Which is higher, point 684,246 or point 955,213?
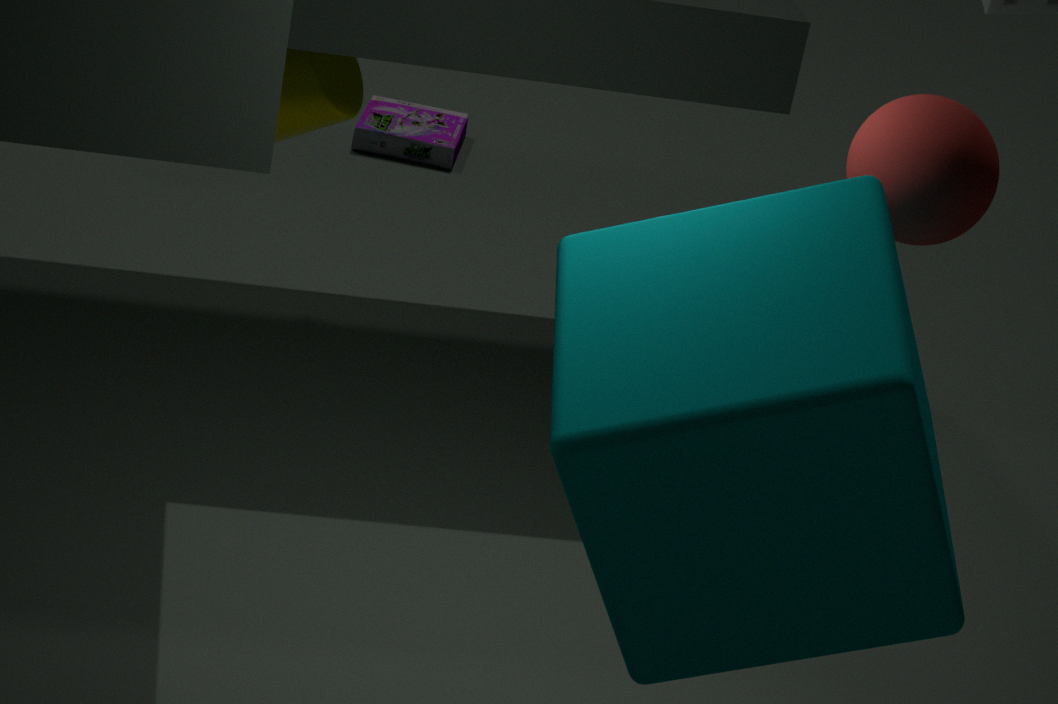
point 955,213
